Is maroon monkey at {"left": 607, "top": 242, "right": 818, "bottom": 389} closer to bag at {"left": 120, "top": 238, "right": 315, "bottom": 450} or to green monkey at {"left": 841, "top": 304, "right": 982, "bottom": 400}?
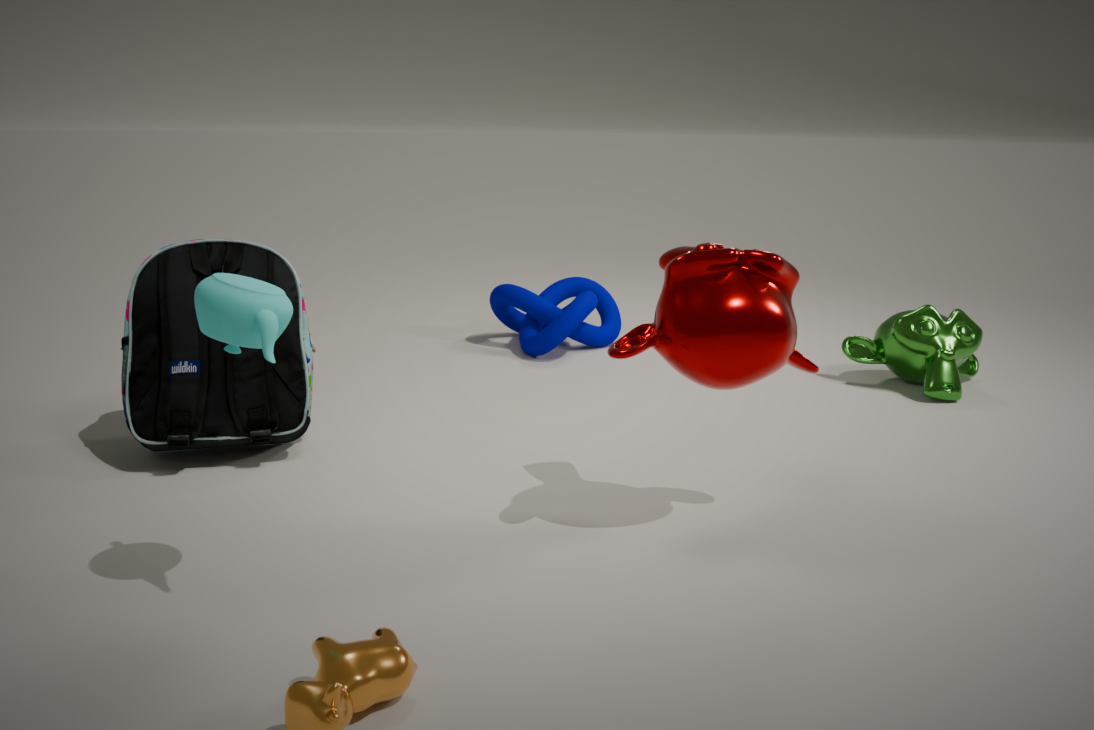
bag at {"left": 120, "top": 238, "right": 315, "bottom": 450}
